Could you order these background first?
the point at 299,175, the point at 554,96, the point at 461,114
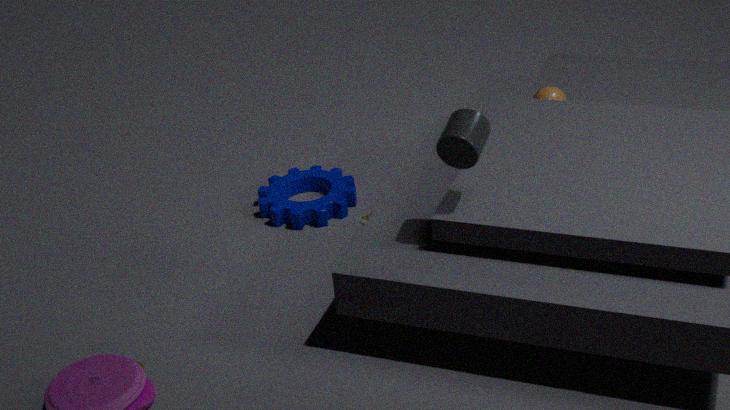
the point at 299,175 < the point at 554,96 < the point at 461,114
